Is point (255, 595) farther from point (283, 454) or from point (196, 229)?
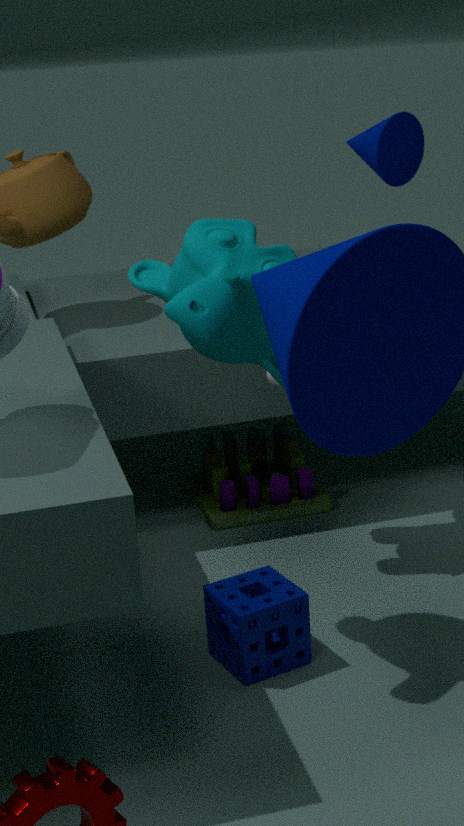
point (283, 454)
